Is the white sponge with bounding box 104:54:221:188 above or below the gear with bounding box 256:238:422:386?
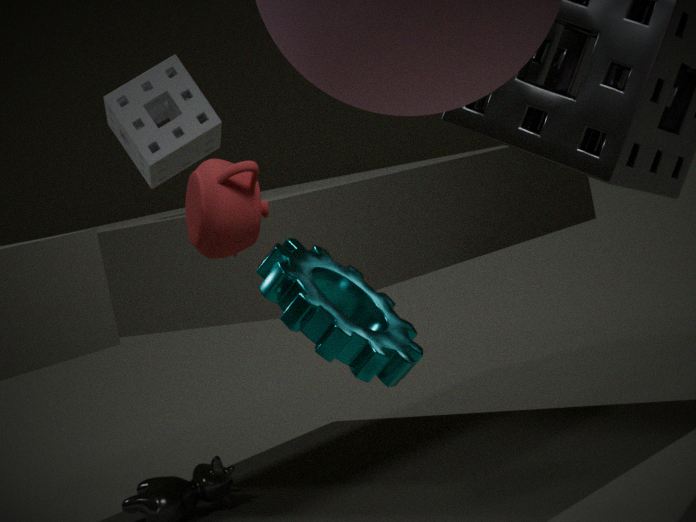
above
